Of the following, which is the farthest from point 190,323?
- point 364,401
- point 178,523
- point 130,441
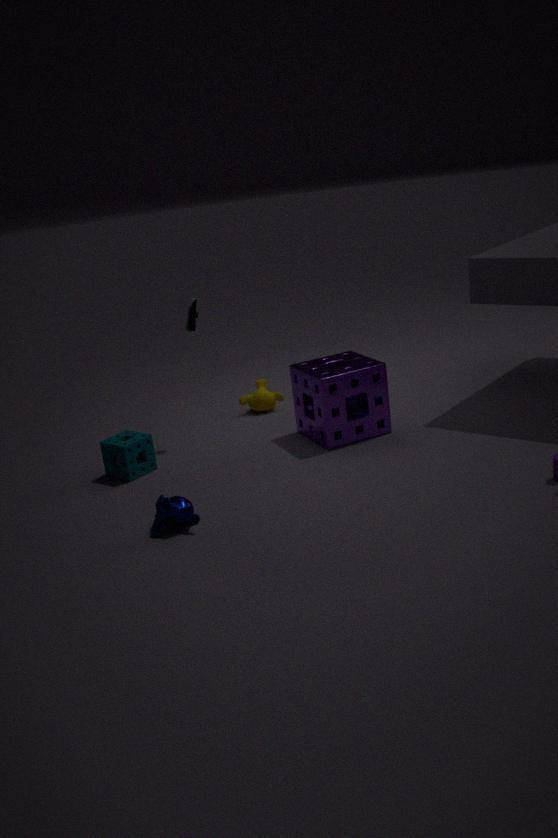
point 178,523
